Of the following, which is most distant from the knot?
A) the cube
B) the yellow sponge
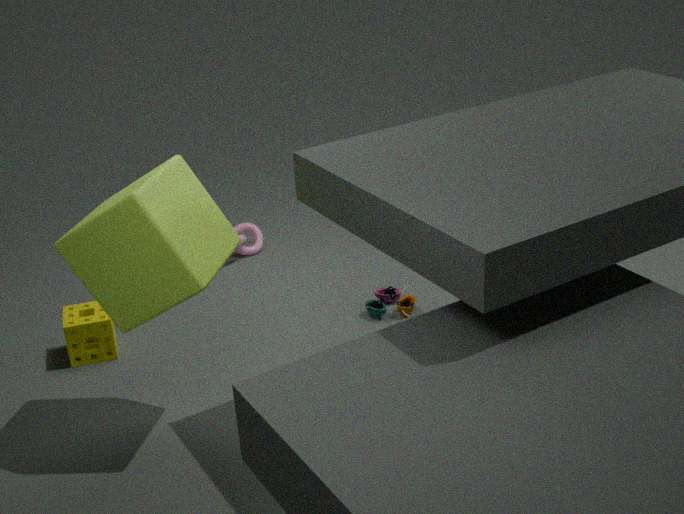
the cube
